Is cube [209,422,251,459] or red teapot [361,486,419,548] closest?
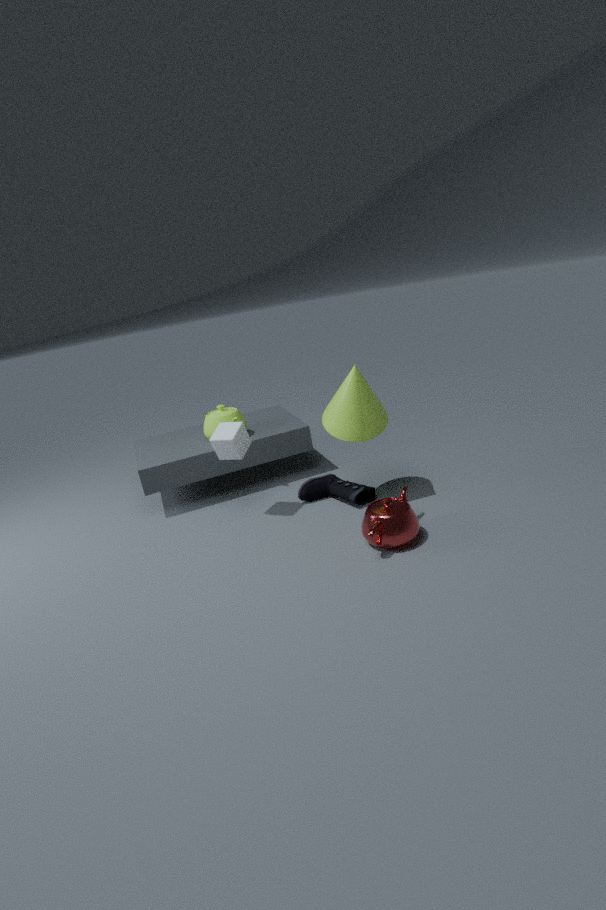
red teapot [361,486,419,548]
